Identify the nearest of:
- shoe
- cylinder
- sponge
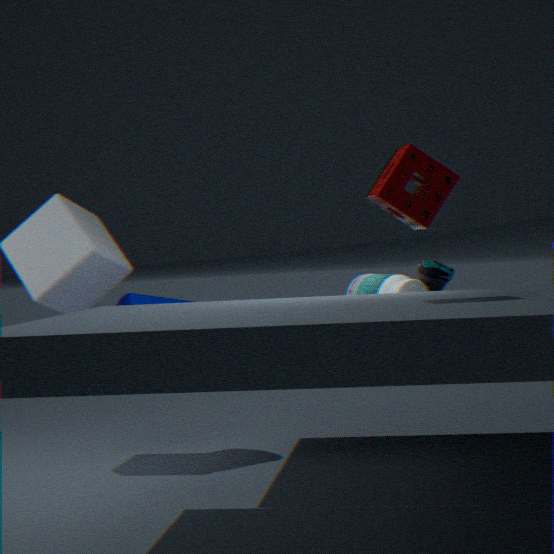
sponge
